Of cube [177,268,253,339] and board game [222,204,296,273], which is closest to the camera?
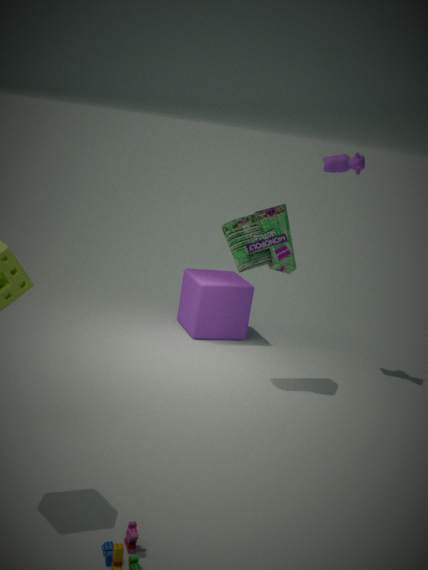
board game [222,204,296,273]
